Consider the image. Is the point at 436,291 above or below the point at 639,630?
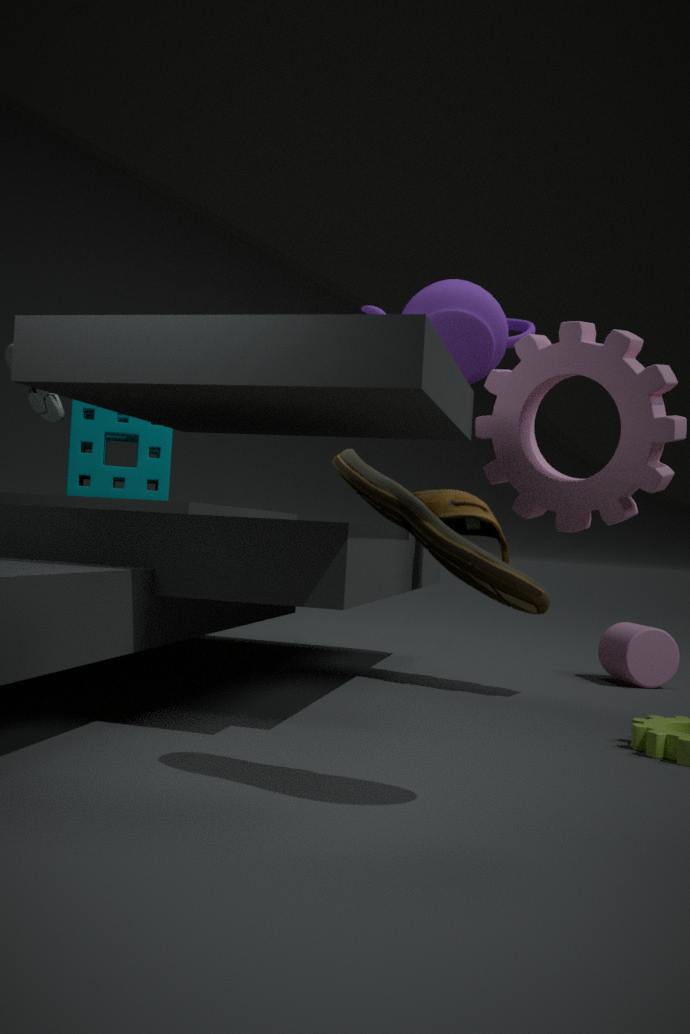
above
